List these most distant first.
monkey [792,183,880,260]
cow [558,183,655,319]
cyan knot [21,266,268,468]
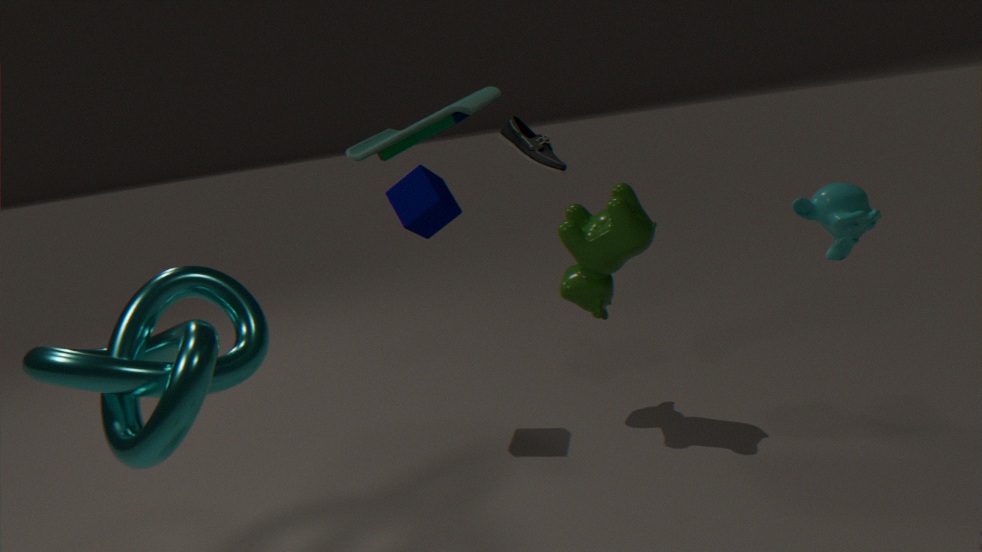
cow [558,183,655,319], monkey [792,183,880,260], cyan knot [21,266,268,468]
